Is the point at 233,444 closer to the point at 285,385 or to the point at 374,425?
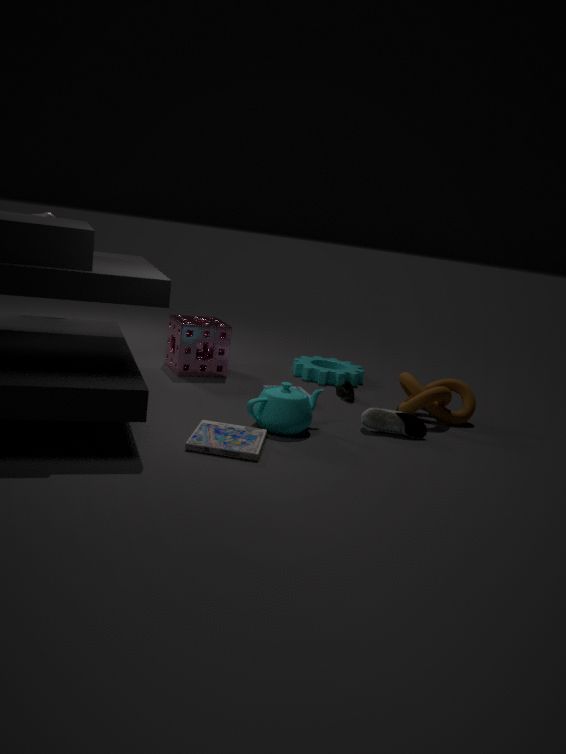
the point at 285,385
